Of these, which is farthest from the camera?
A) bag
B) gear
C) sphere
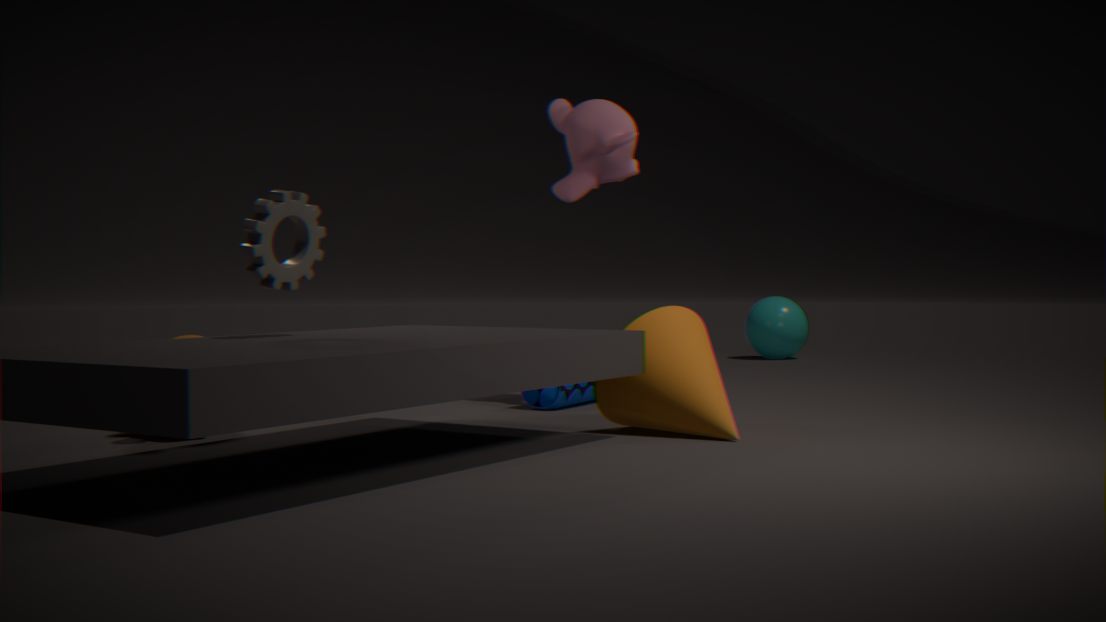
sphere
